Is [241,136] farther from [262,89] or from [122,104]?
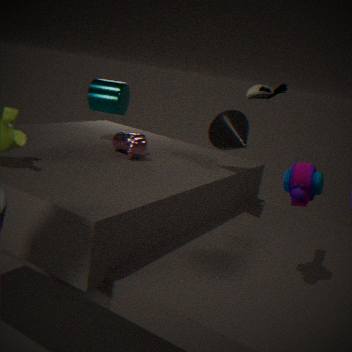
[122,104]
